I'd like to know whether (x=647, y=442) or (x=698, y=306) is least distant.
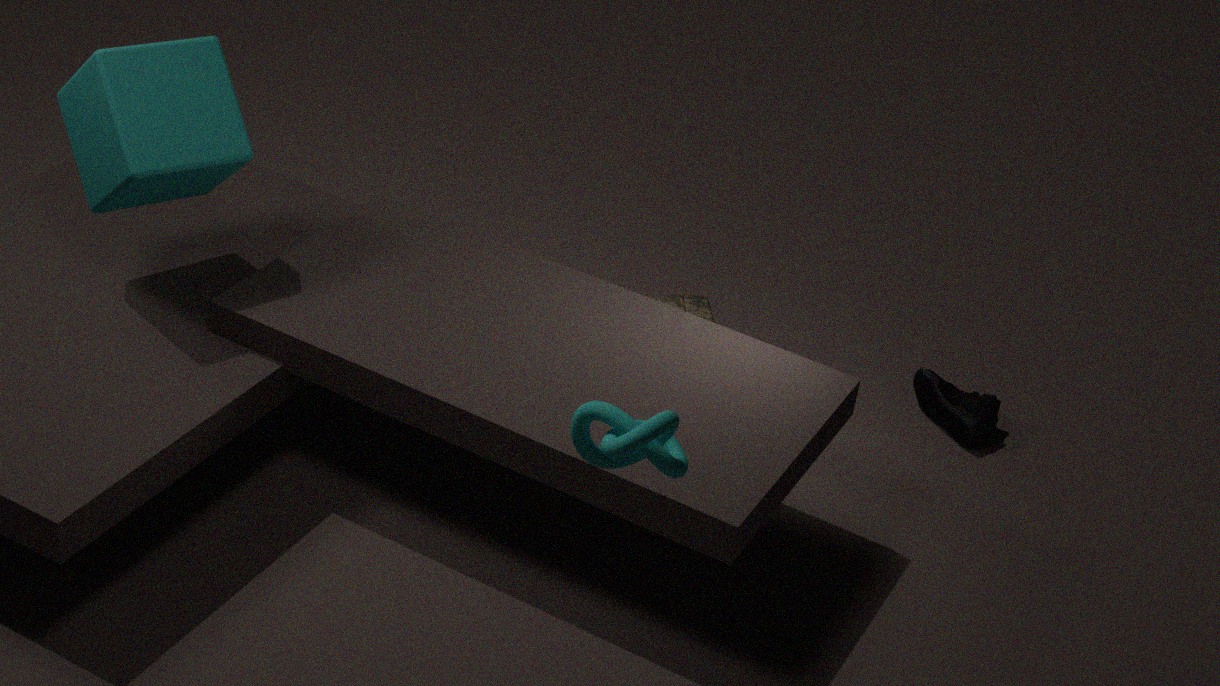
(x=647, y=442)
